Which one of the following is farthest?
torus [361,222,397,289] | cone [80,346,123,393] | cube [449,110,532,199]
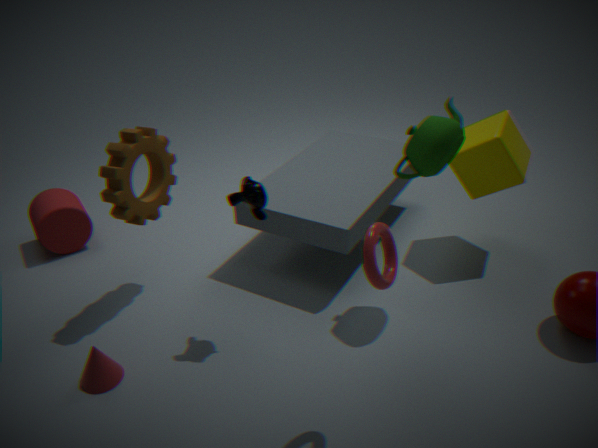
cube [449,110,532,199]
